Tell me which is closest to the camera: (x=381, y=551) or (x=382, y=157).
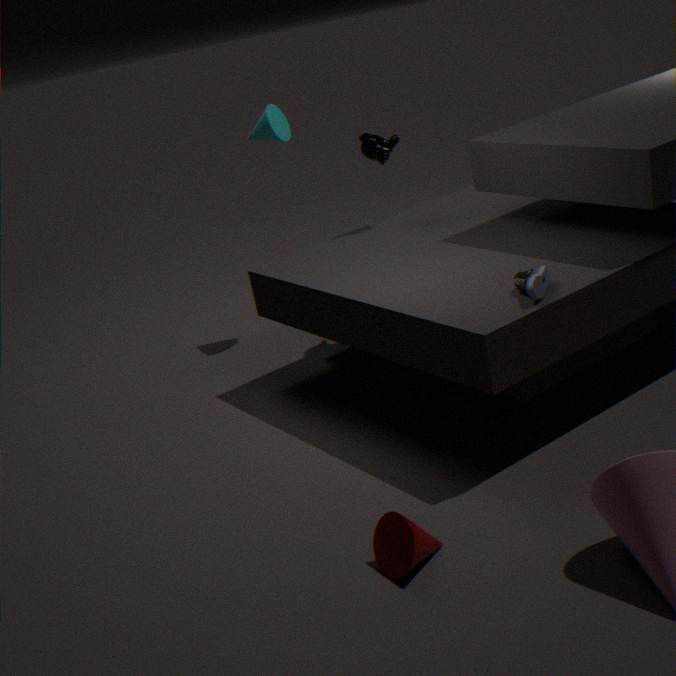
(x=381, y=551)
